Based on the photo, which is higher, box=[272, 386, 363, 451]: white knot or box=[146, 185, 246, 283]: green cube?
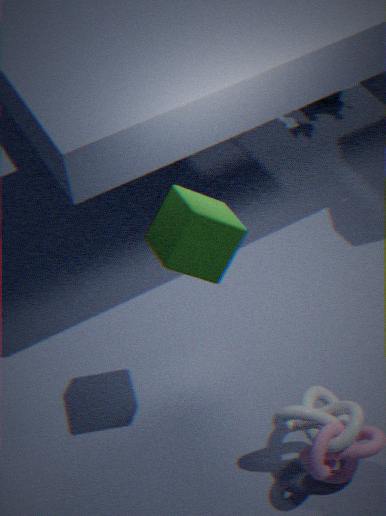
box=[146, 185, 246, 283]: green cube
